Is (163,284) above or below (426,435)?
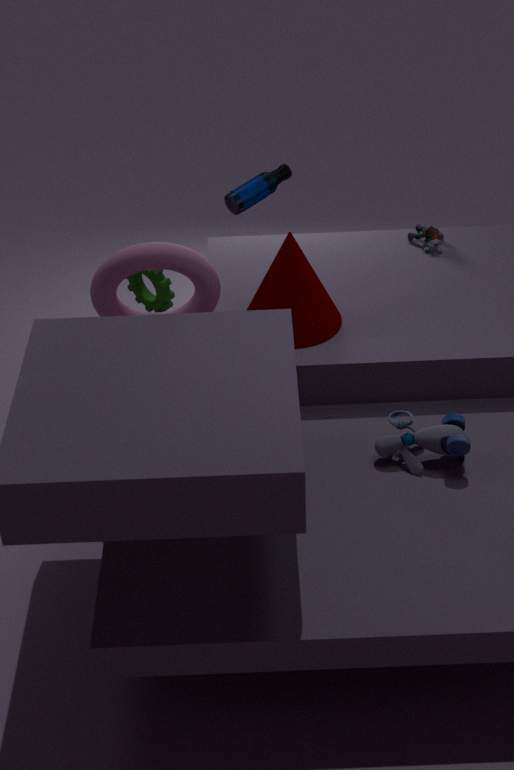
above
